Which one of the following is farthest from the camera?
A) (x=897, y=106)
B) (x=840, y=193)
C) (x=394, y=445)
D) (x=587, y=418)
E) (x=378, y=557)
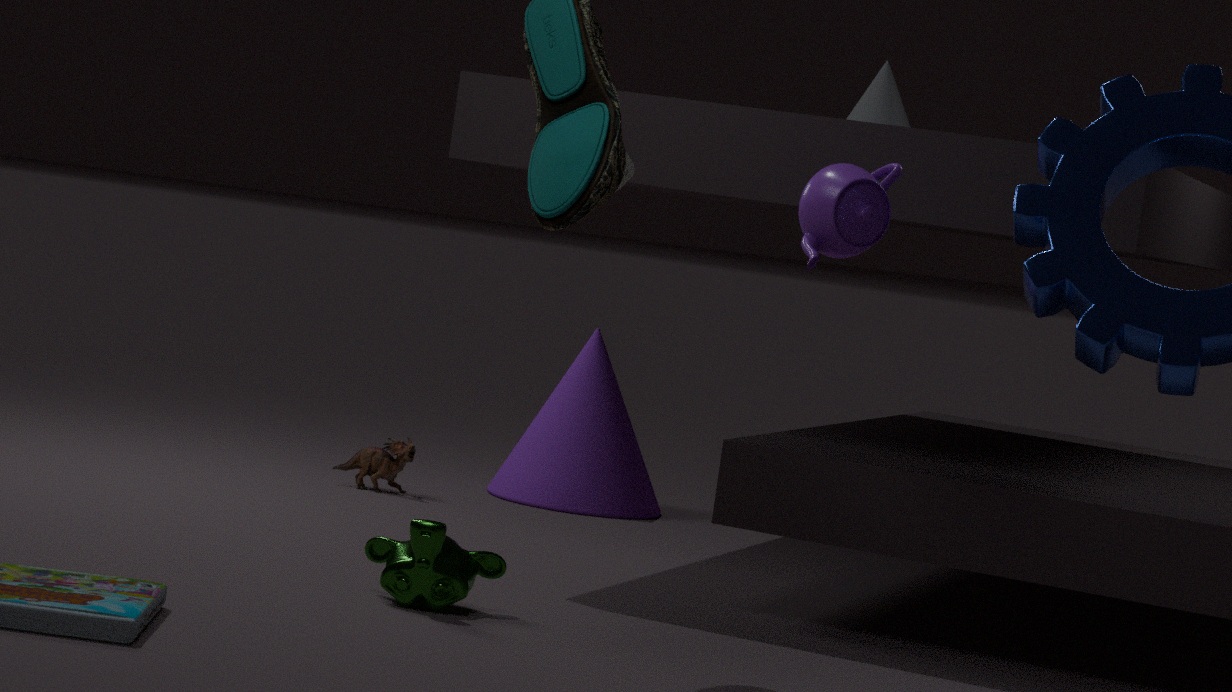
(x=587, y=418)
